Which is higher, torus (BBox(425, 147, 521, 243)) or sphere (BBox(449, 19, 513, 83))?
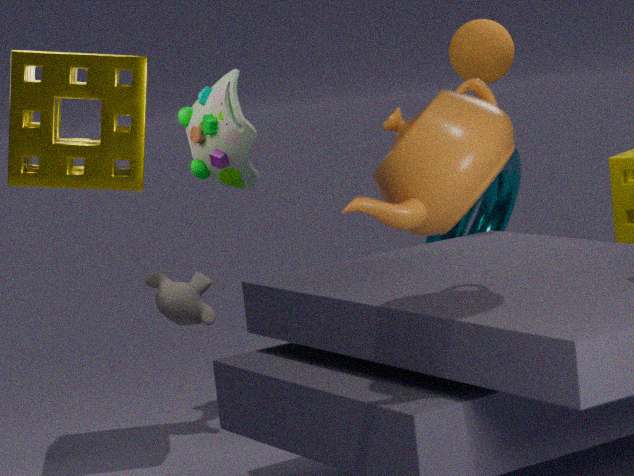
sphere (BBox(449, 19, 513, 83))
